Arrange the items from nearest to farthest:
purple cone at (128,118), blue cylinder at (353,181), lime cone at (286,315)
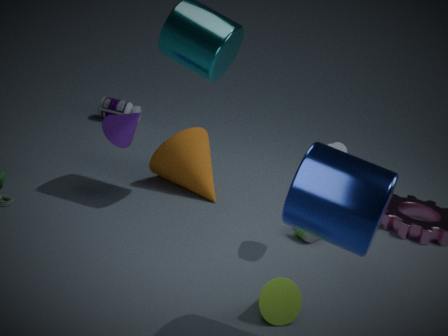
blue cylinder at (353,181), lime cone at (286,315), purple cone at (128,118)
